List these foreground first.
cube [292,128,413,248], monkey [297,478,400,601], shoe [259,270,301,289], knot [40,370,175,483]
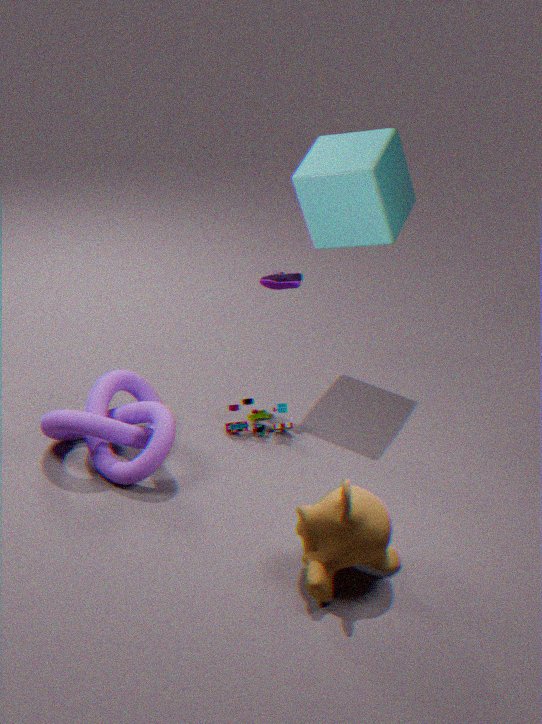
monkey [297,478,400,601] → knot [40,370,175,483] → cube [292,128,413,248] → shoe [259,270,301,289]
